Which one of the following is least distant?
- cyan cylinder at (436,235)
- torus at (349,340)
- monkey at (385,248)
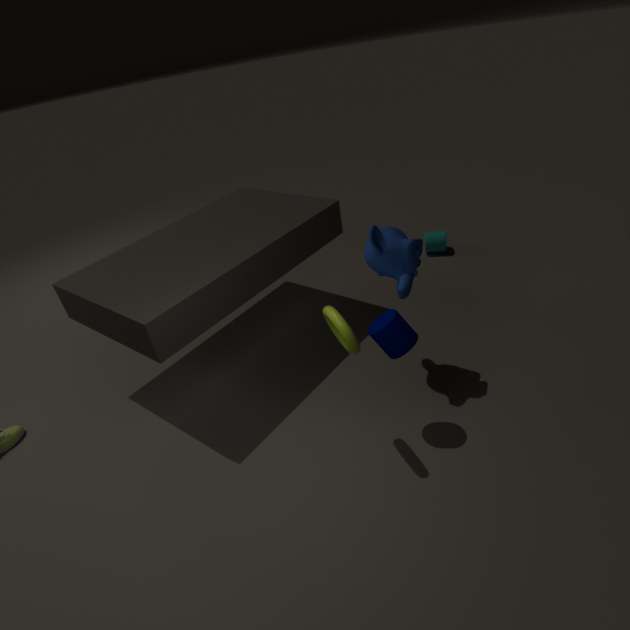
torus at (349,340)
